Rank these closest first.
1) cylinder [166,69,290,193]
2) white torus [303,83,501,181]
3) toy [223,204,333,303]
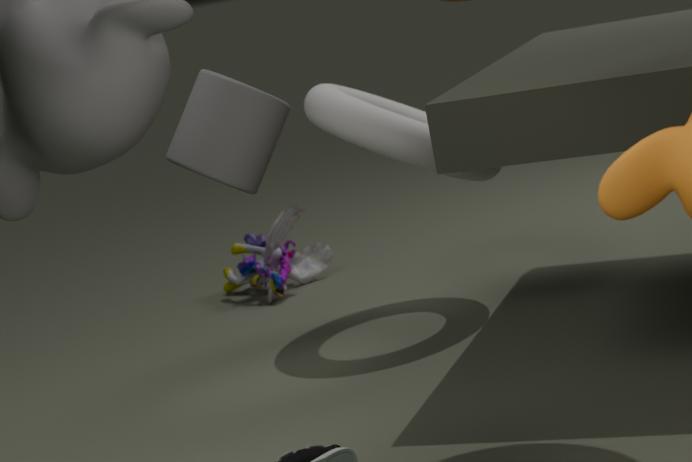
1. cylinder [166,69,290,193]
2. white torus [303,83,501,181]
3. toy [223,204,333,303]
